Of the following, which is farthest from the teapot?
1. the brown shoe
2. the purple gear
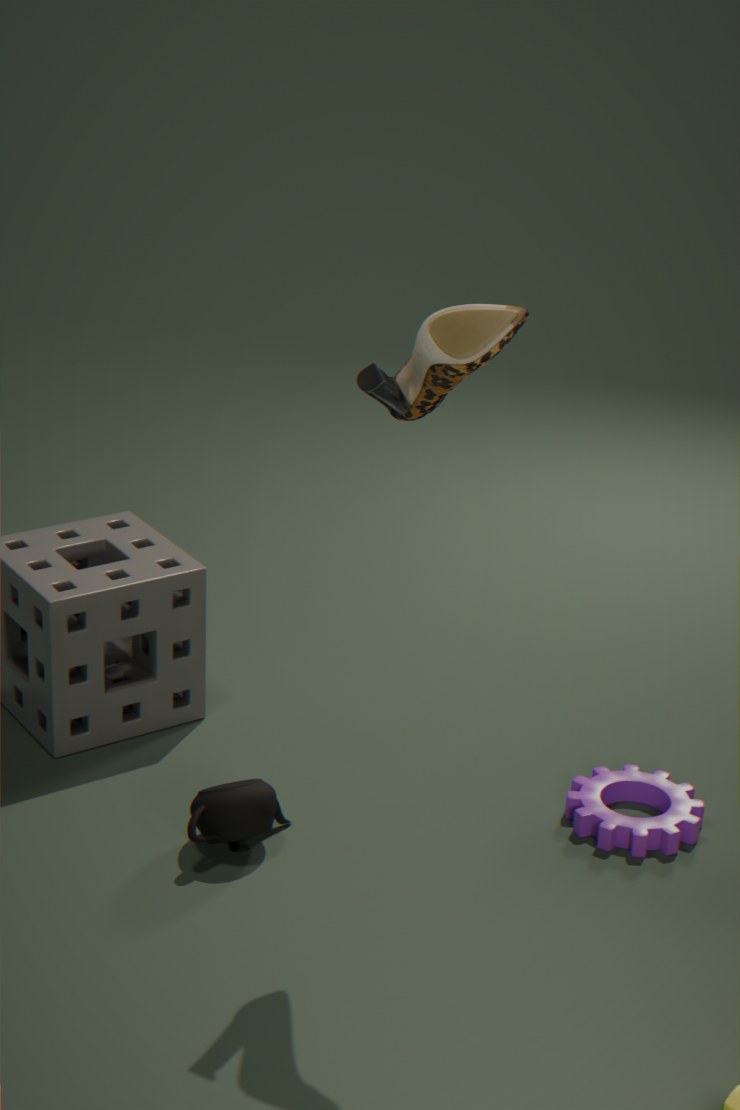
the brown shoe
